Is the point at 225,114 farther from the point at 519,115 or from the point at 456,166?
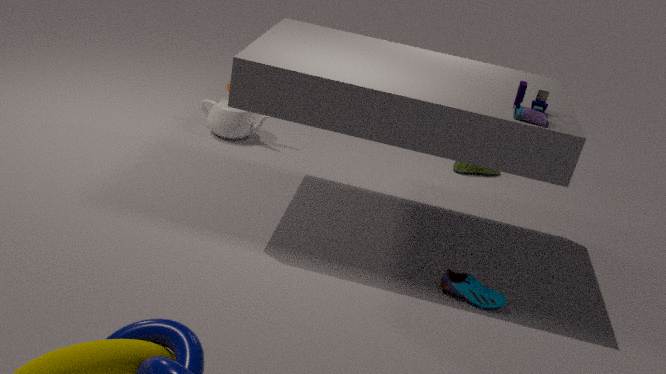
the point at 519,115
